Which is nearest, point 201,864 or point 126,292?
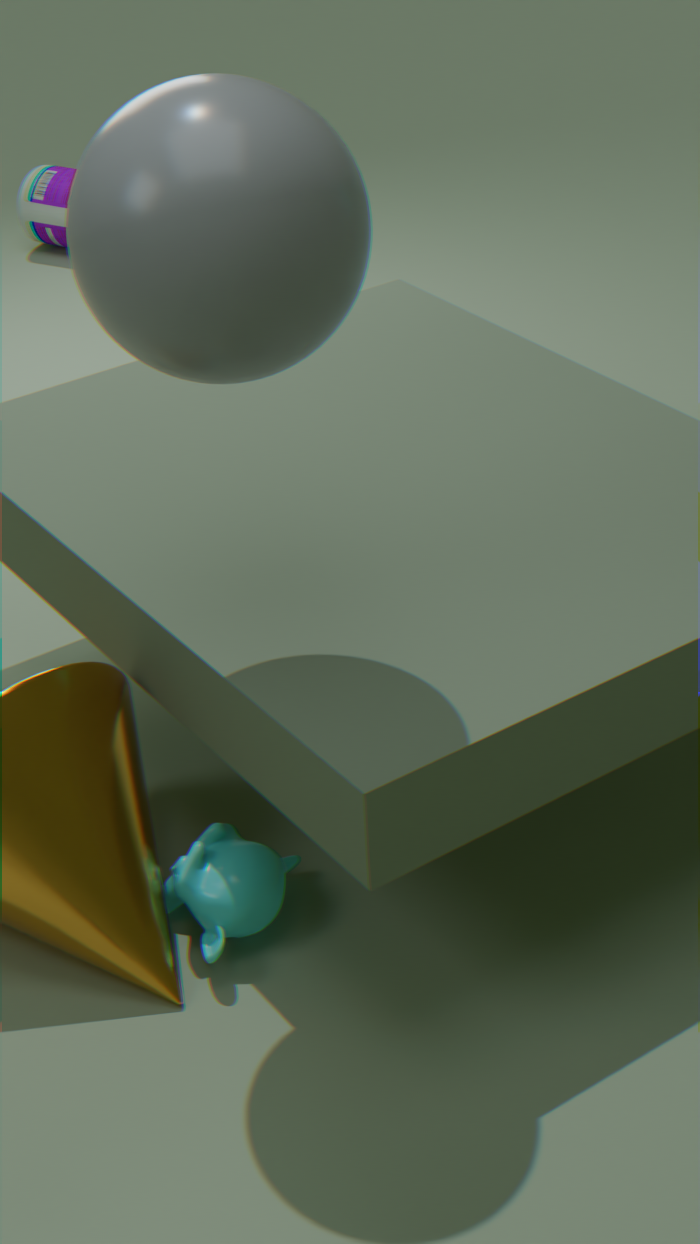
point 126,292
